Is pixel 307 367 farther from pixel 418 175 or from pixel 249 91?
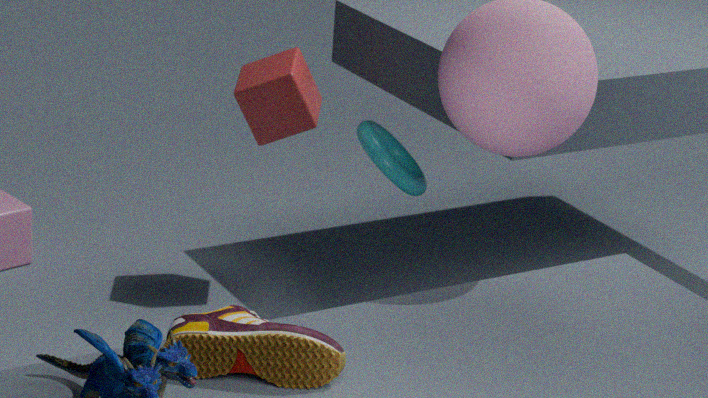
pixel 418 175
